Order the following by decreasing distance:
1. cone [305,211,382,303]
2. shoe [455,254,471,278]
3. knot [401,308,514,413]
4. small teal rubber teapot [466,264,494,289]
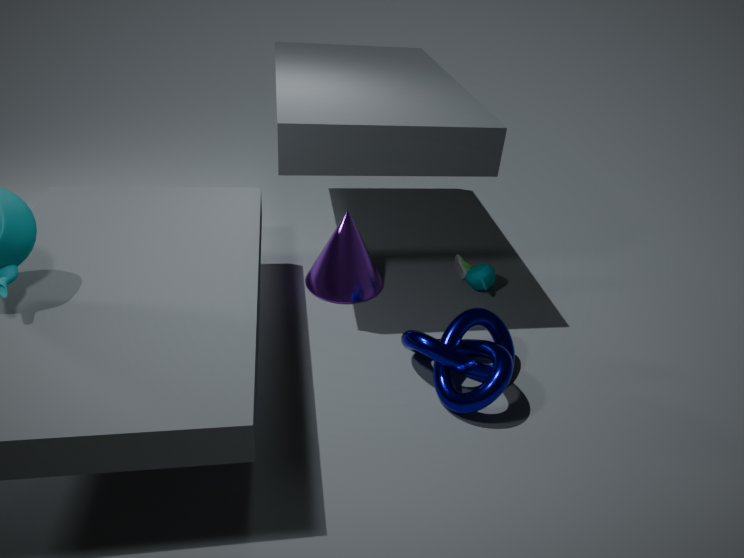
1. shoe [455,254,471,278]
2. small teal rubber teapot [466,264,494,289]
3. cone [305,211,382,303]
4. knot [401,308,514,413]
